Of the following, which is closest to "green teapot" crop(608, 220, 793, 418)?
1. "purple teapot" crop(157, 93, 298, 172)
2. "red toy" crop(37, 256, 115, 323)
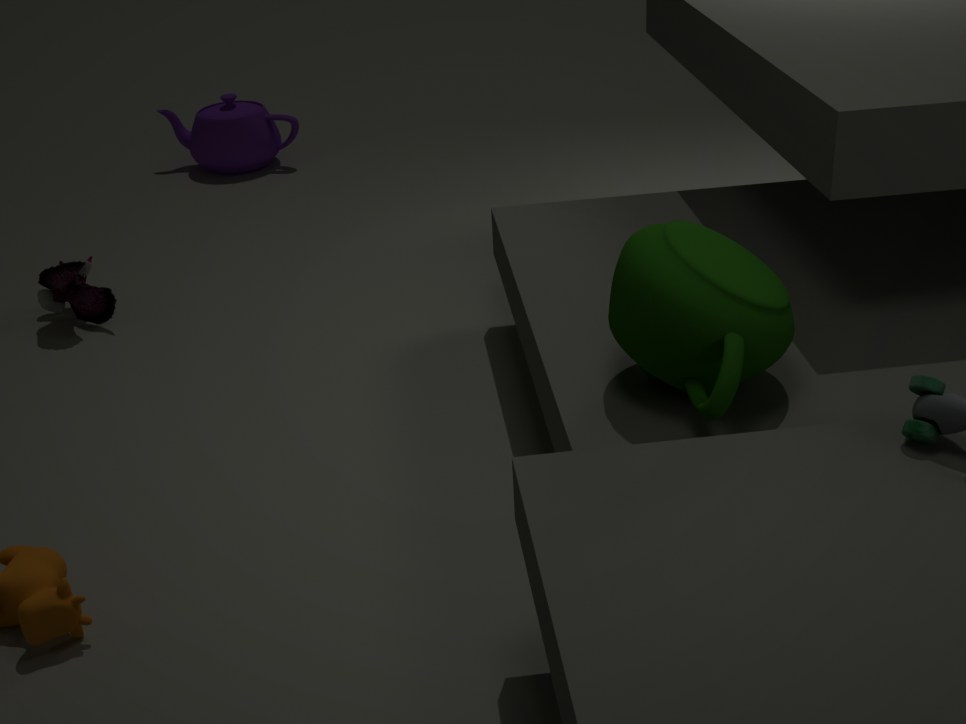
"red toy" crop(37, 256, 115, 323)
